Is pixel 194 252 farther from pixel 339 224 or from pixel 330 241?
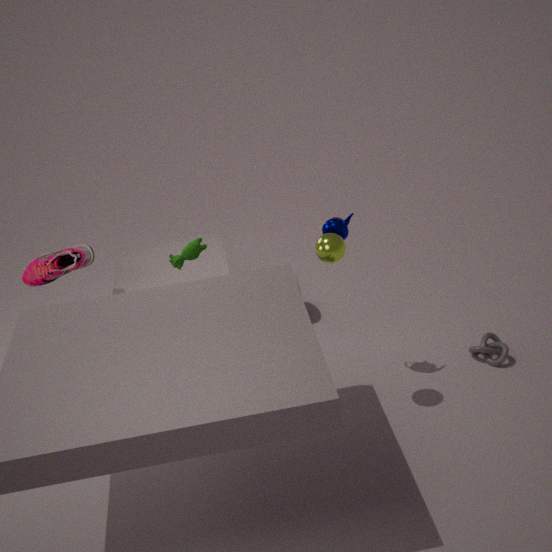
pixel 330 241
